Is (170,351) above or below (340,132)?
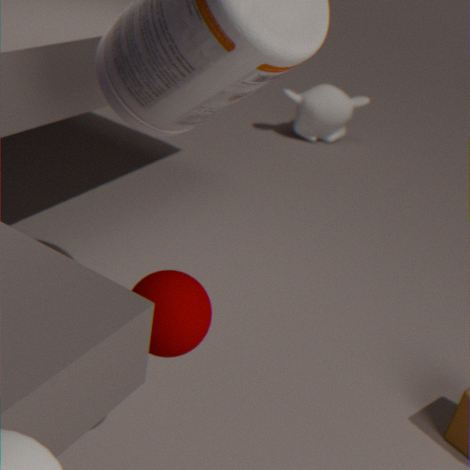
above
